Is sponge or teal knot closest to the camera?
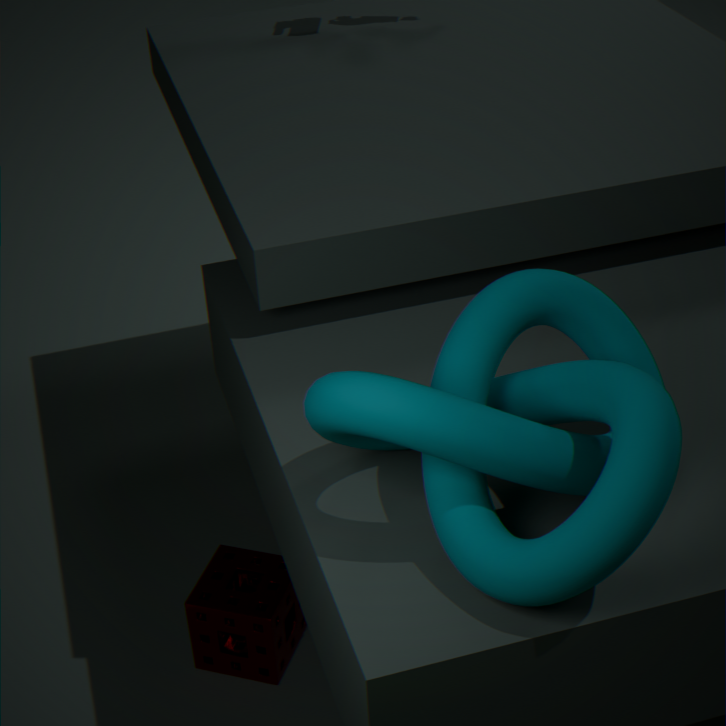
teal knot
